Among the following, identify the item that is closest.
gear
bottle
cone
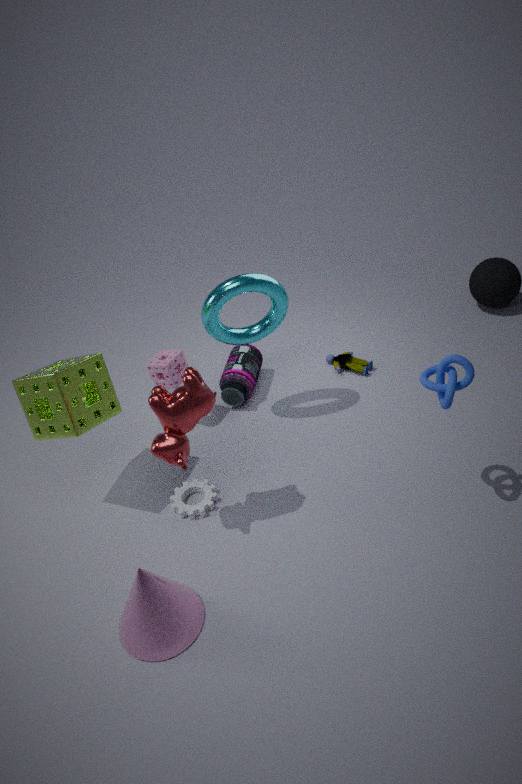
cone
